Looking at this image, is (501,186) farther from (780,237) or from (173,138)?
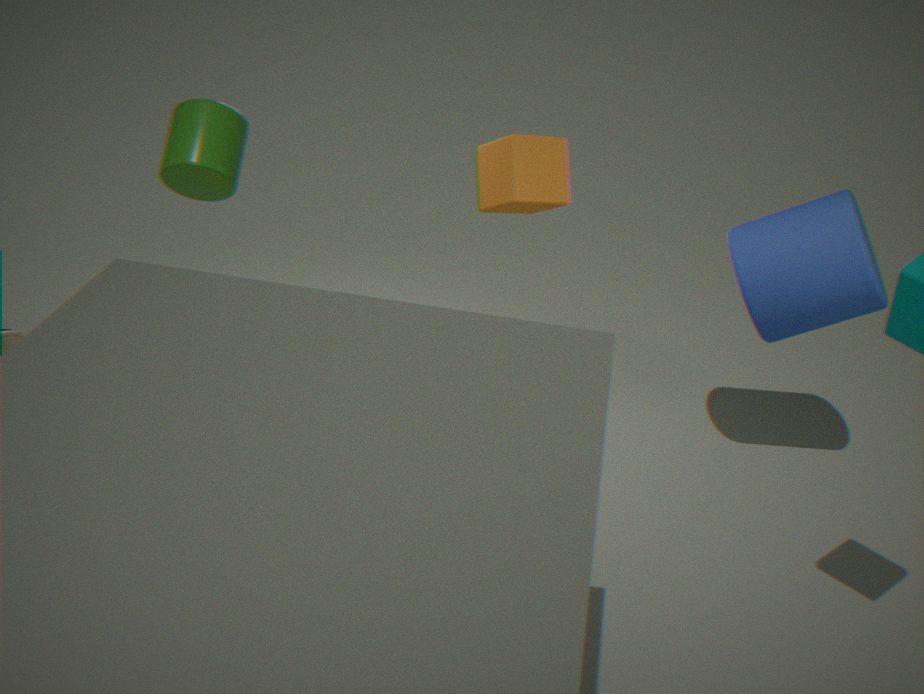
(780,237)
